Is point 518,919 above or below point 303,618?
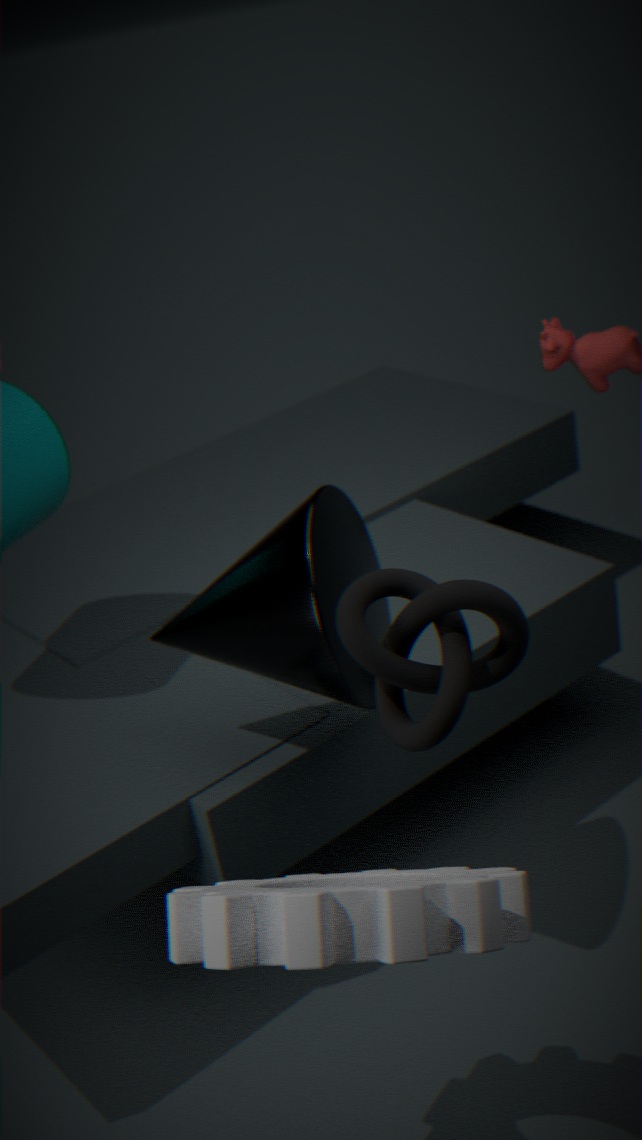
below
